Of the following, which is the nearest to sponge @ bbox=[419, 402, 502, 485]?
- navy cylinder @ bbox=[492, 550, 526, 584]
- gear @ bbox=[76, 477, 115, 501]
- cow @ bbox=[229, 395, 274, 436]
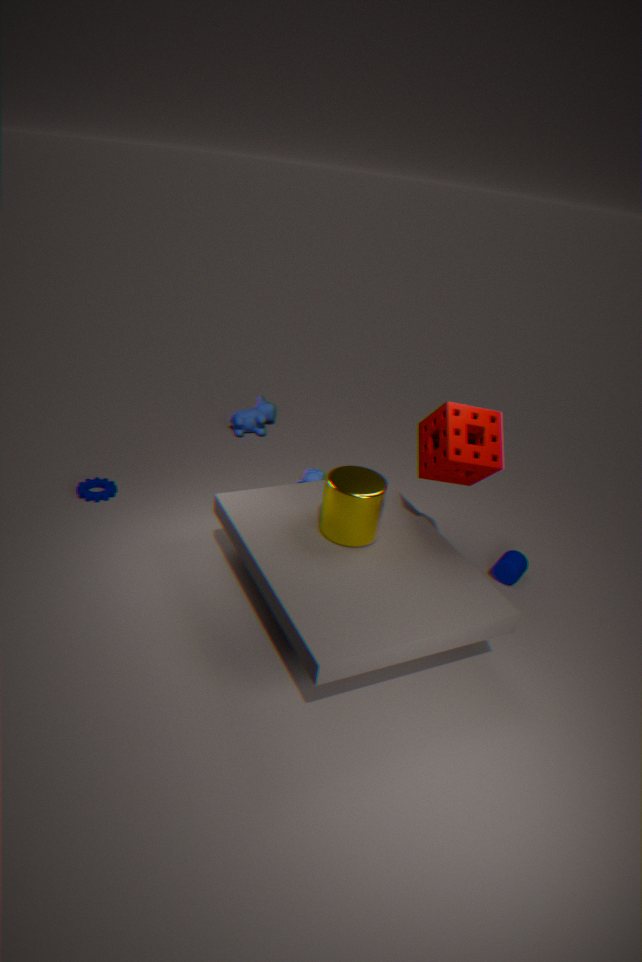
navy cylinder @ bbox=[492, 550, 526, 584]
